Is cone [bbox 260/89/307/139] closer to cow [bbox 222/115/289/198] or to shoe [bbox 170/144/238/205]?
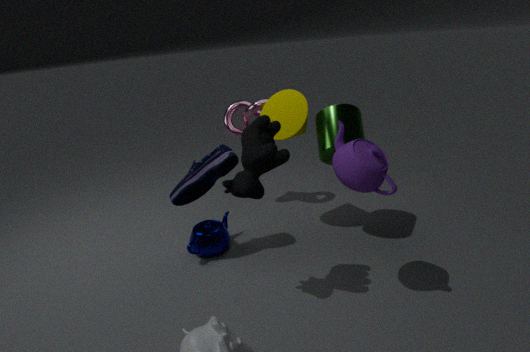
shoe [bbox 170/144/238/205]
